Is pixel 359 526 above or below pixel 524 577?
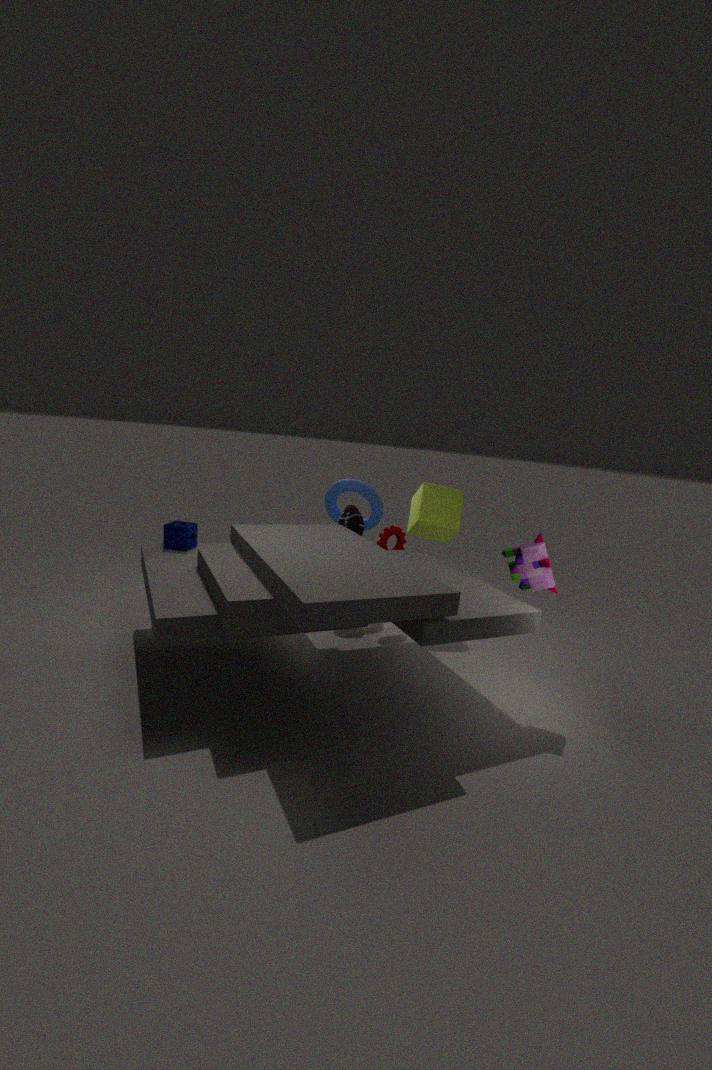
below
